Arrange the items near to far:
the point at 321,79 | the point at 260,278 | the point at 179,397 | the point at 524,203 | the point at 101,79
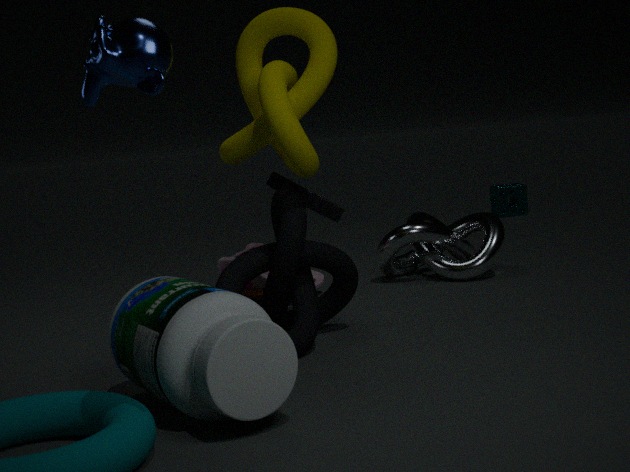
the point at 101,79
the point at 179,397
the point at 321,79
the point at 260,278
the point at 524,203
